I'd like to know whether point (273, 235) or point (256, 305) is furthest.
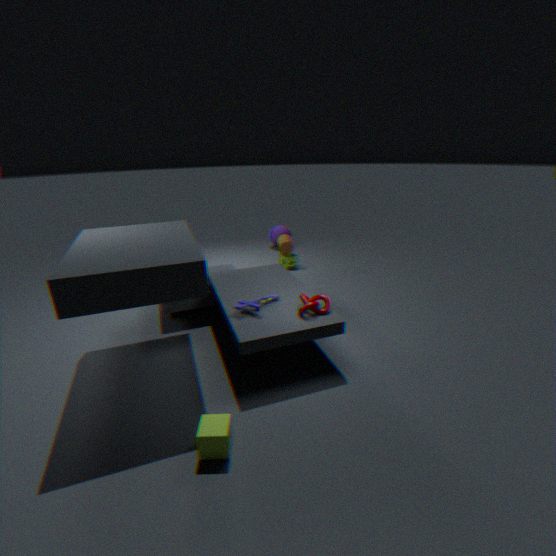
point (273, 235)
